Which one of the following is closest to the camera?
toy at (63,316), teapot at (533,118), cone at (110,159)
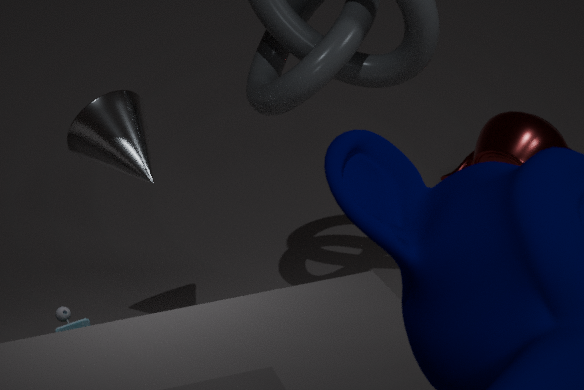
toy at (63,316)
